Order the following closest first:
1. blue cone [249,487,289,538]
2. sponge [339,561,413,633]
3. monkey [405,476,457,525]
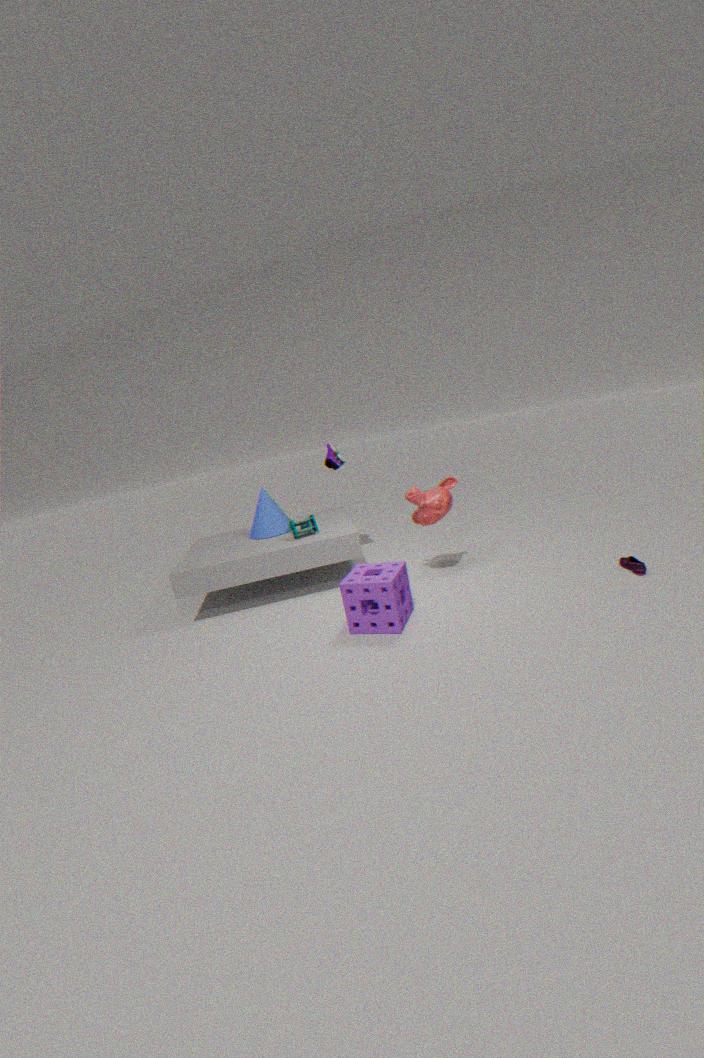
sponge [339,561,413,633] → monkey [405,476,457,525] → blue cone [249,487,289,538]
